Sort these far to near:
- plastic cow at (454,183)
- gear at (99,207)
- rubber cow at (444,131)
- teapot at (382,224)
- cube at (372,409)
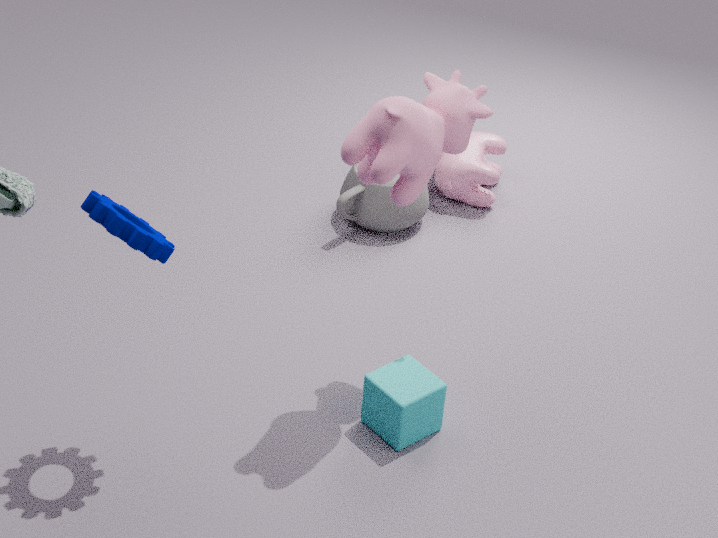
plastic cow at (454,183), teapot at (382,224), cube at (372,409), rubber cow at (444,131), gear at (99,207)
